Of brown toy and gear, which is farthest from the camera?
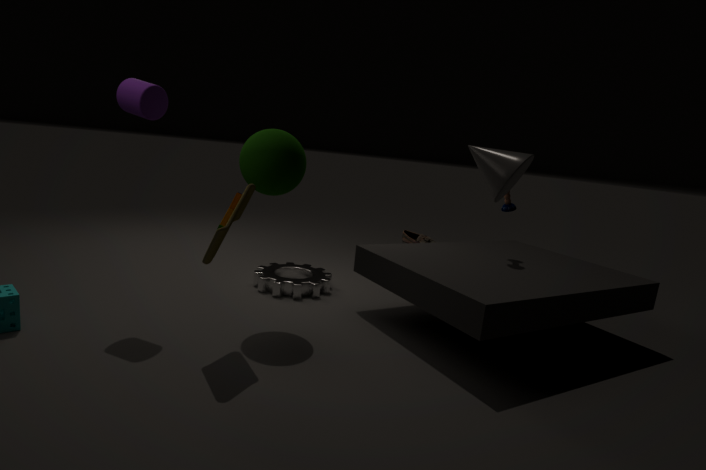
gear
